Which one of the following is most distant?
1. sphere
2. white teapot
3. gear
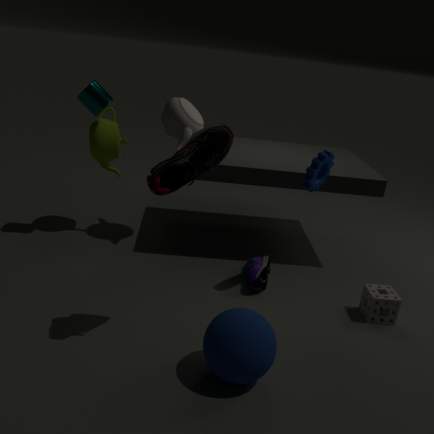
white teapot
